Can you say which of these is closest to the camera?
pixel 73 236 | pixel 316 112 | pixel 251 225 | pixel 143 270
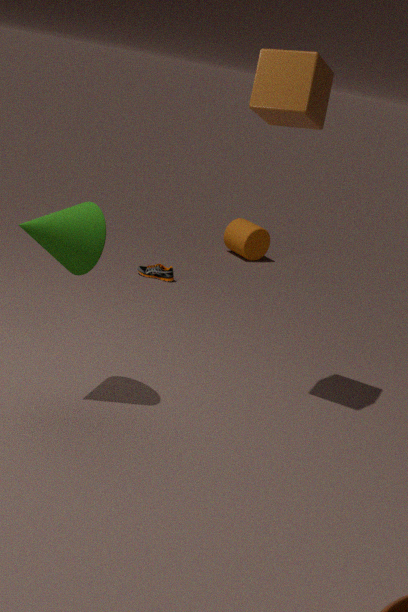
pixel 73 236
